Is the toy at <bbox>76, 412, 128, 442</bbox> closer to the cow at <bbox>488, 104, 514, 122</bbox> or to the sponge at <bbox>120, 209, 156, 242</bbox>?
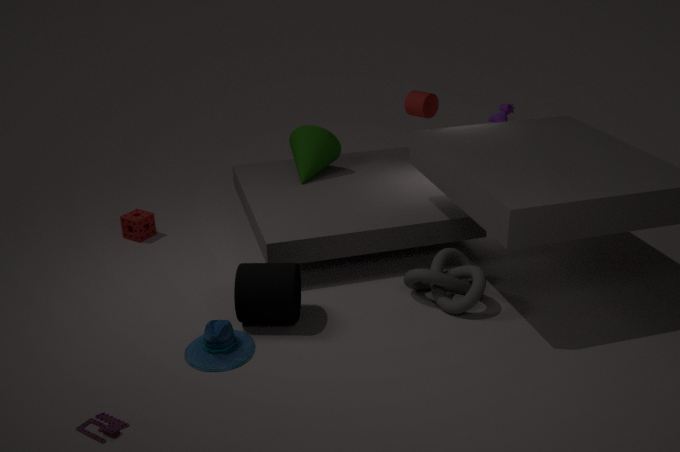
Answer: the sponge at <bbox>120, 209, 156, 242</bbox>
